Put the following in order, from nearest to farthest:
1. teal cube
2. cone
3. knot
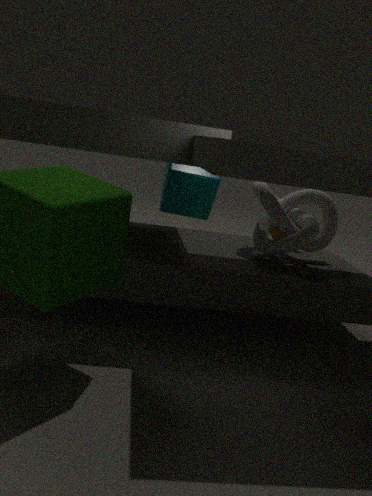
knot, cone, teal cube
